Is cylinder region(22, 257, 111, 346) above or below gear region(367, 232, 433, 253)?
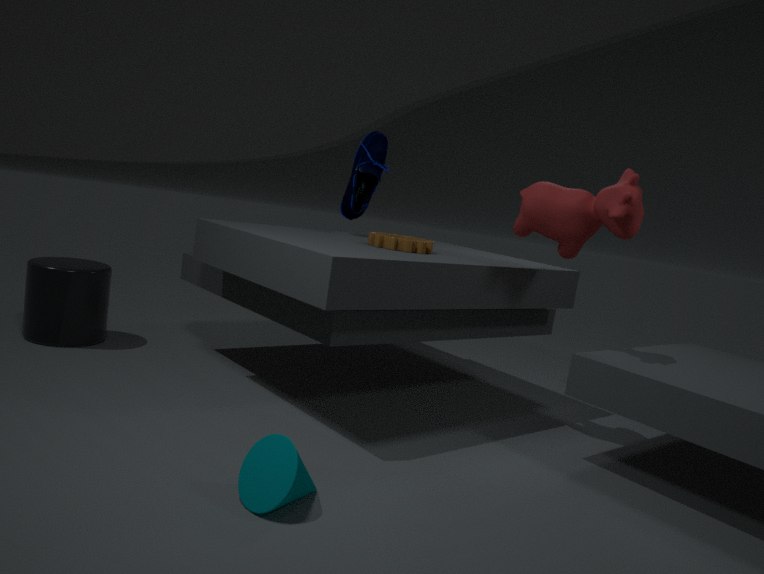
below
